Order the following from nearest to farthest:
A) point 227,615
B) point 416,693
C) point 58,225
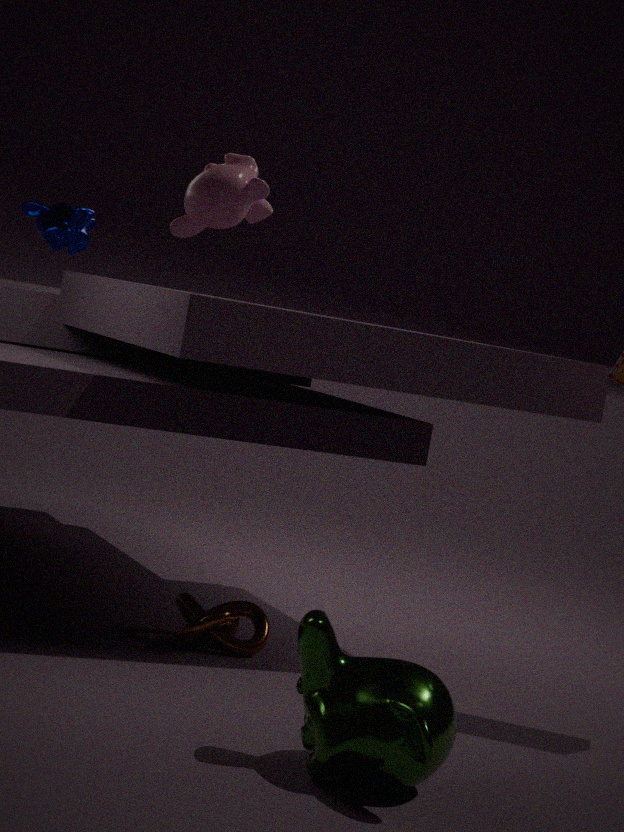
point 416,693
point 227,615
point 58,225
